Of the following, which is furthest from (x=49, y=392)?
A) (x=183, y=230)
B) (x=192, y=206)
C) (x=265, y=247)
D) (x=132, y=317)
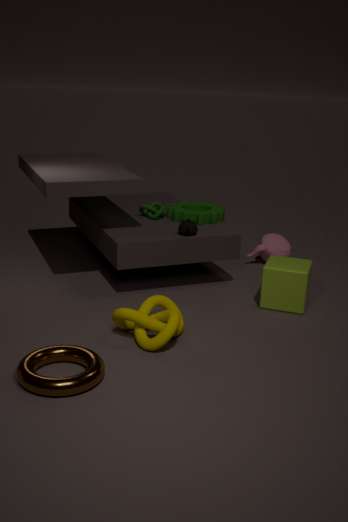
(x=265, y=247)
